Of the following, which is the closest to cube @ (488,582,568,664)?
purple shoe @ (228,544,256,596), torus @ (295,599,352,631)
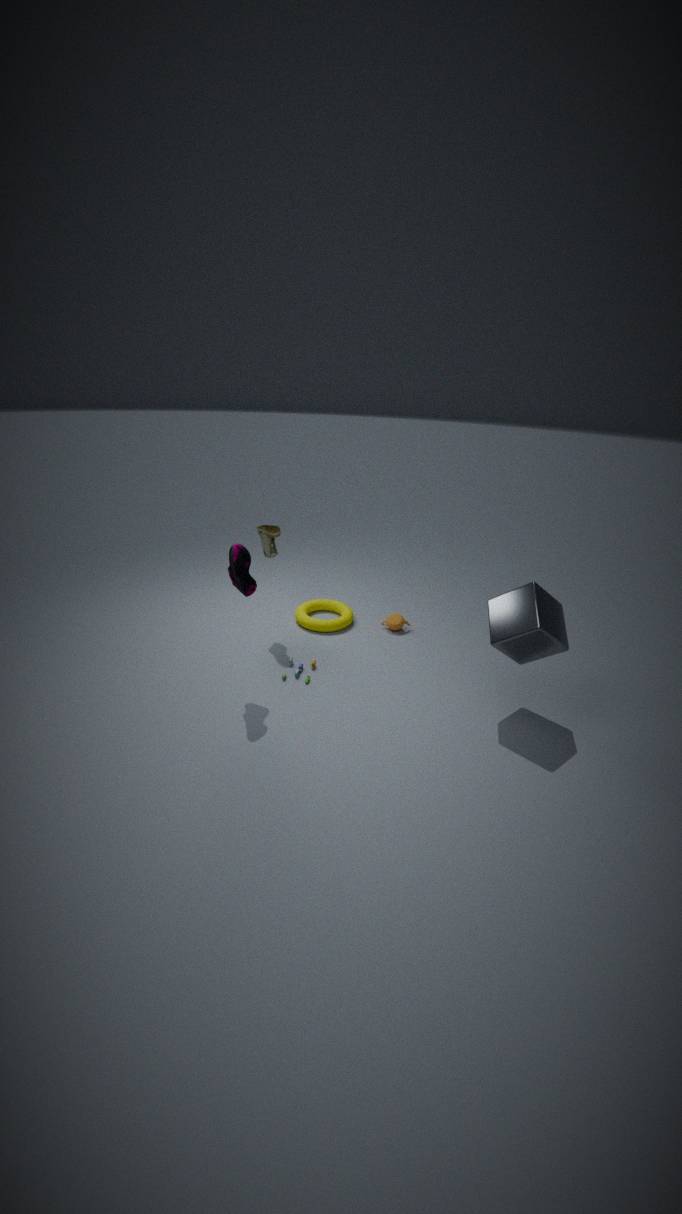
torus @ (295,599,352,631)
